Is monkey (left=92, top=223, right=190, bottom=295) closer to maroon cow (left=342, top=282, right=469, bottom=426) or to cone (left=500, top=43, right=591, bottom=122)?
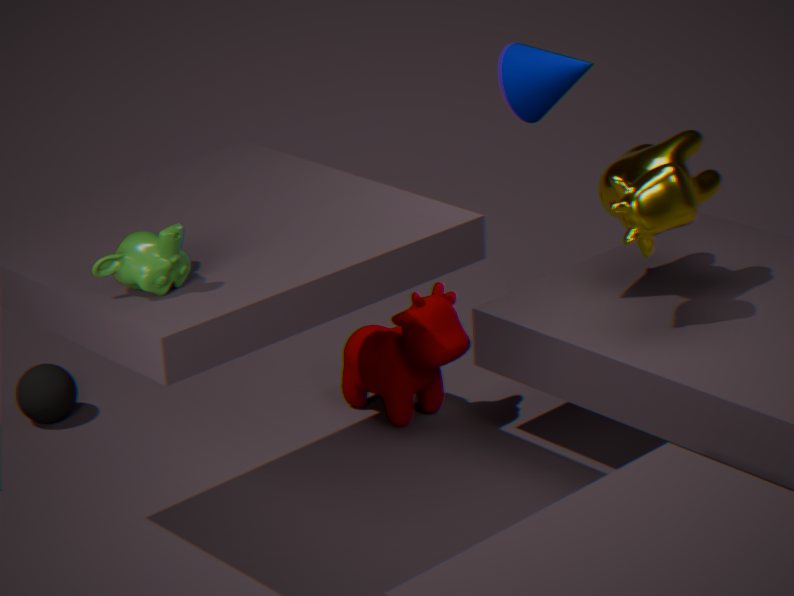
cone (left=500, top=43, right=591, bottom=122)
